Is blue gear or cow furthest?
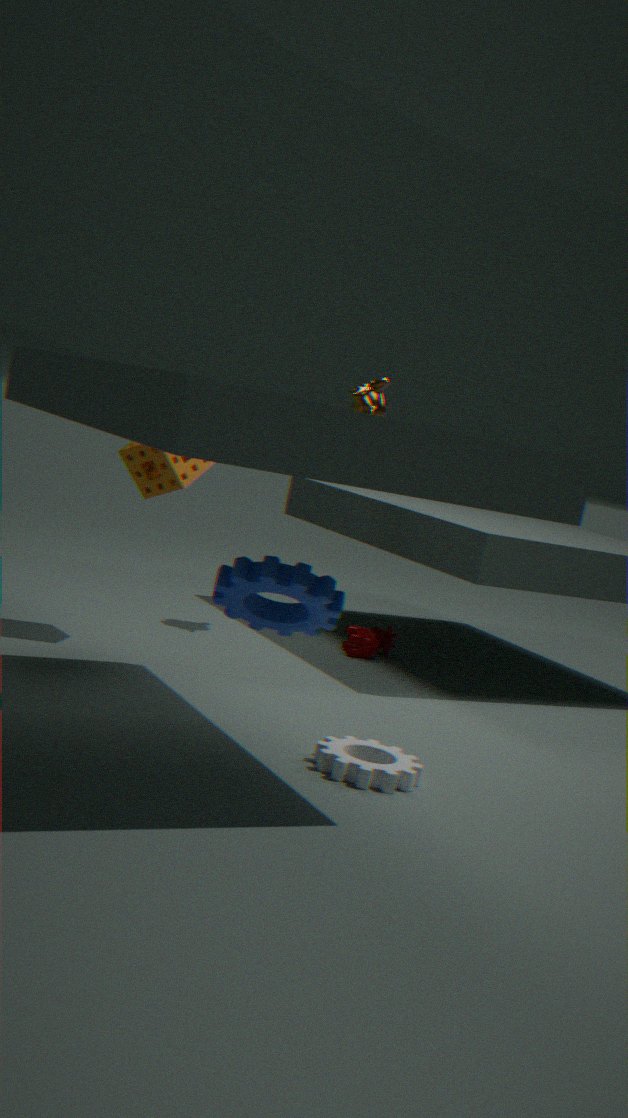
cow
